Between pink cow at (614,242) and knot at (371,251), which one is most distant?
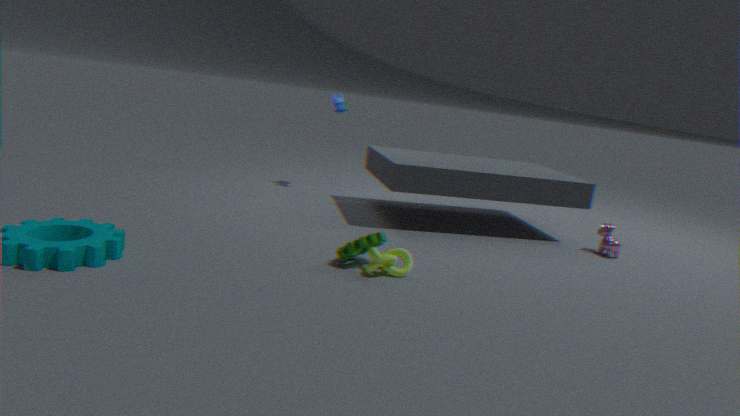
pink cow at (614,242)
